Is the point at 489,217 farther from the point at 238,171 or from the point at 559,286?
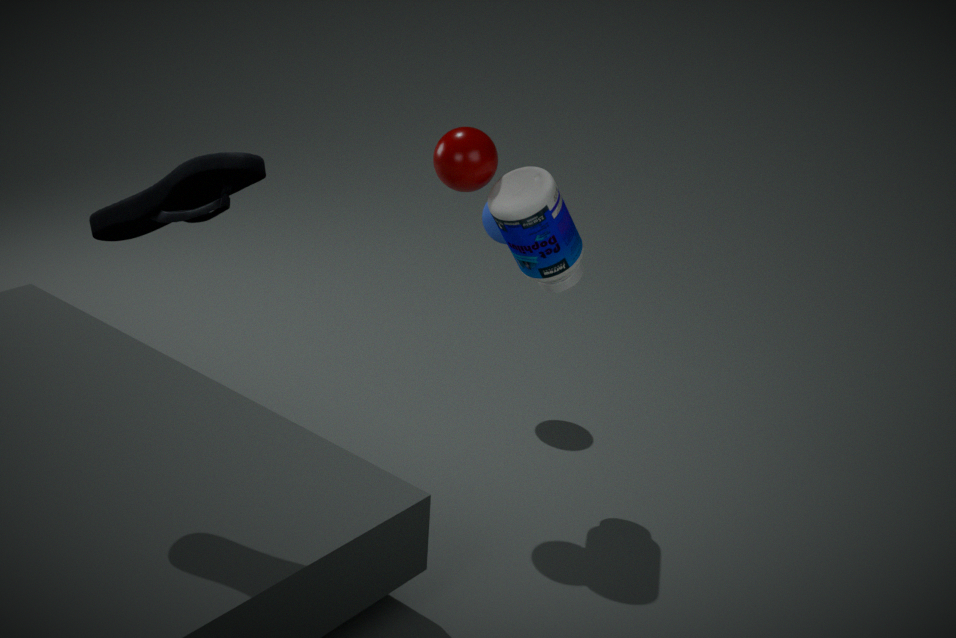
the point at 238,171
